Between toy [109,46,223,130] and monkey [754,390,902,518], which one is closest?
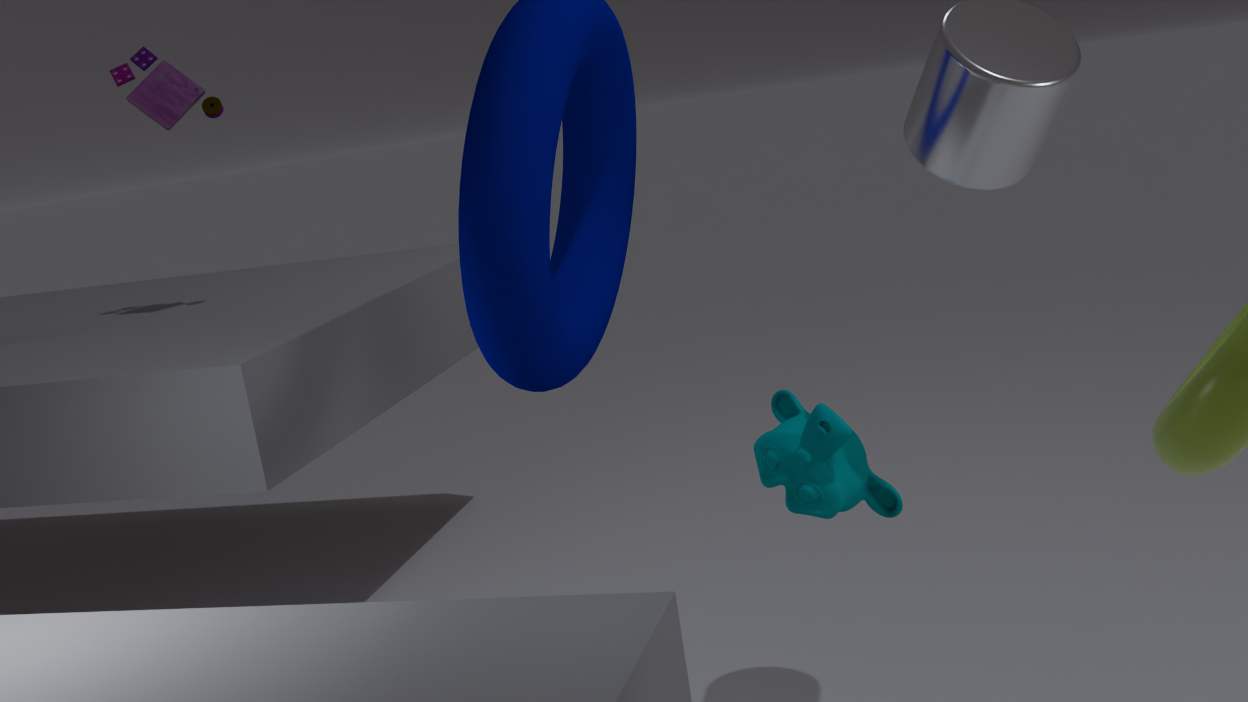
monkey [754,390,902,518]
